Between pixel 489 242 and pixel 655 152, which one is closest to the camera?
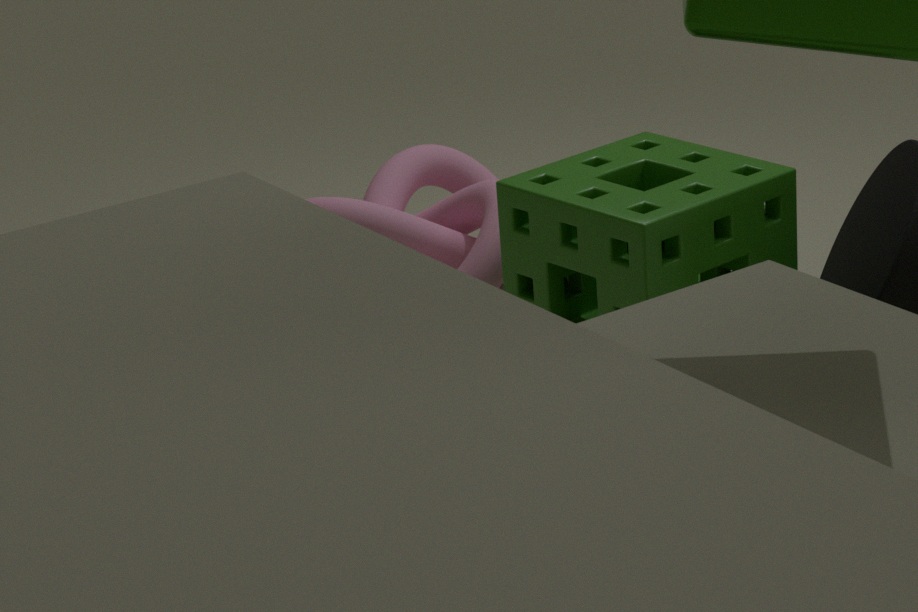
pixel 655 152
